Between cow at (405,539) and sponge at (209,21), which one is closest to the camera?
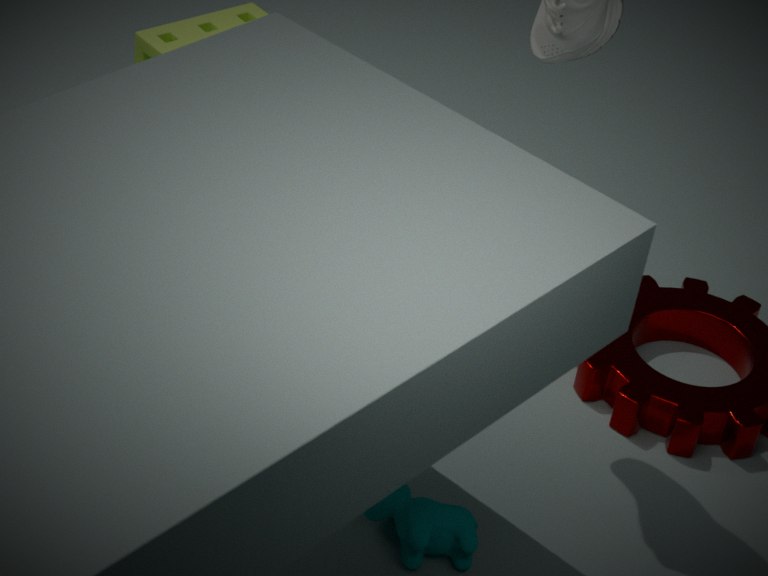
cow at (405,539)
